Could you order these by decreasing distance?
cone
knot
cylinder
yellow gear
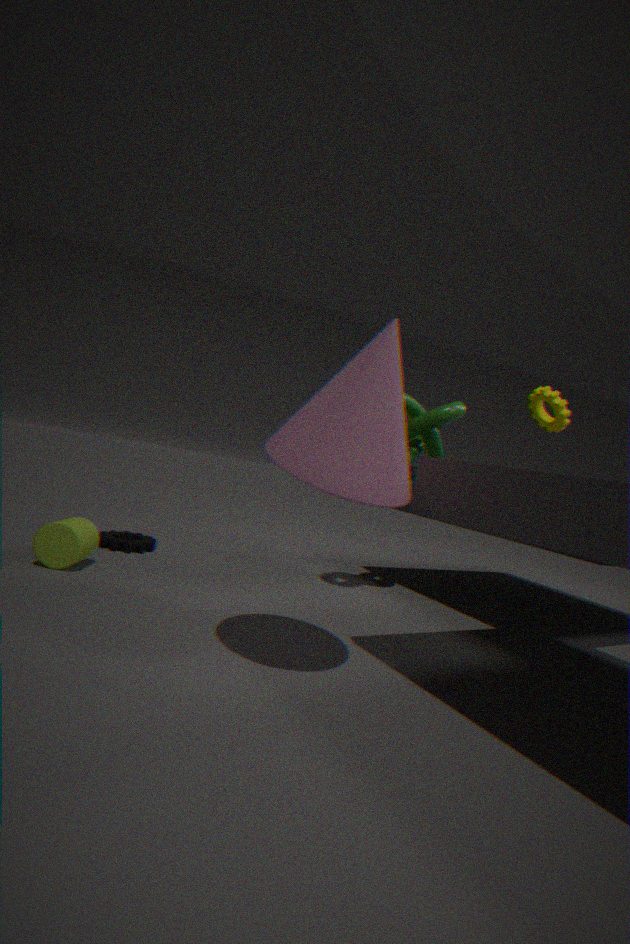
yellow gear < knot < cylinder < cone
